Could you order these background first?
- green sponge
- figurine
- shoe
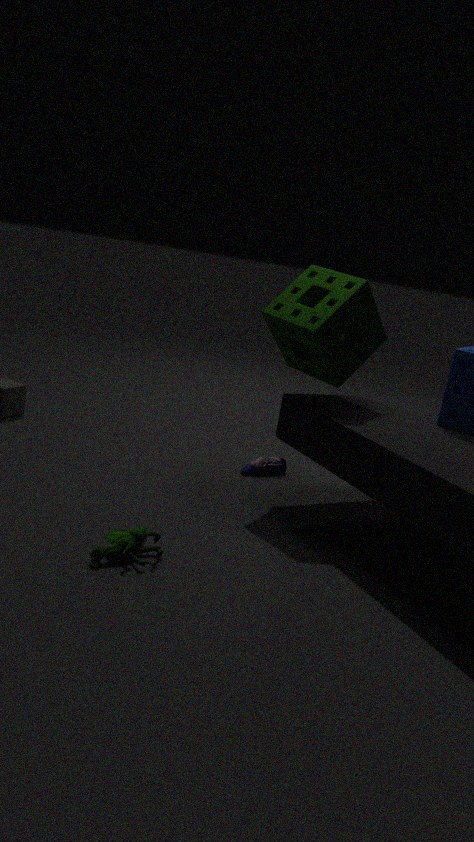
shoe, green sponge, figurine
